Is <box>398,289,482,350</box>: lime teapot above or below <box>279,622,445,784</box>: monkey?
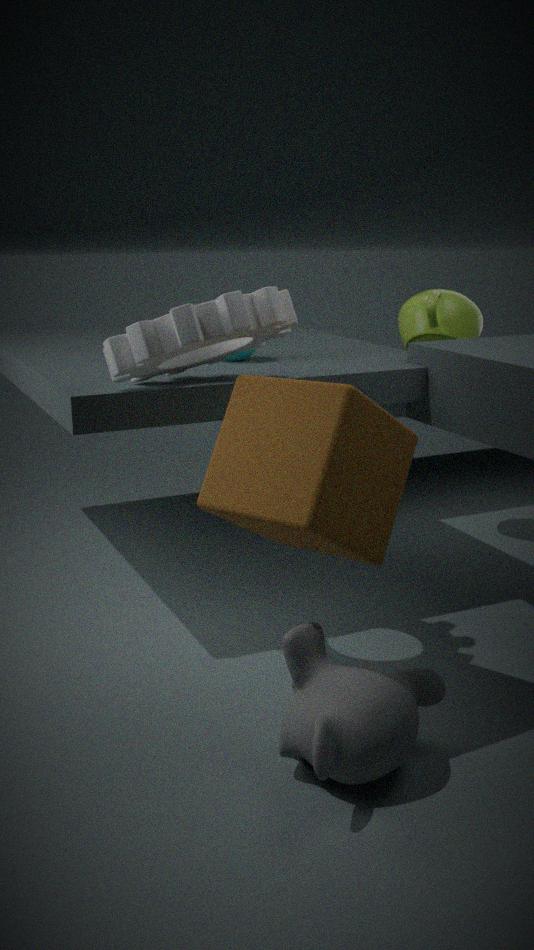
above
